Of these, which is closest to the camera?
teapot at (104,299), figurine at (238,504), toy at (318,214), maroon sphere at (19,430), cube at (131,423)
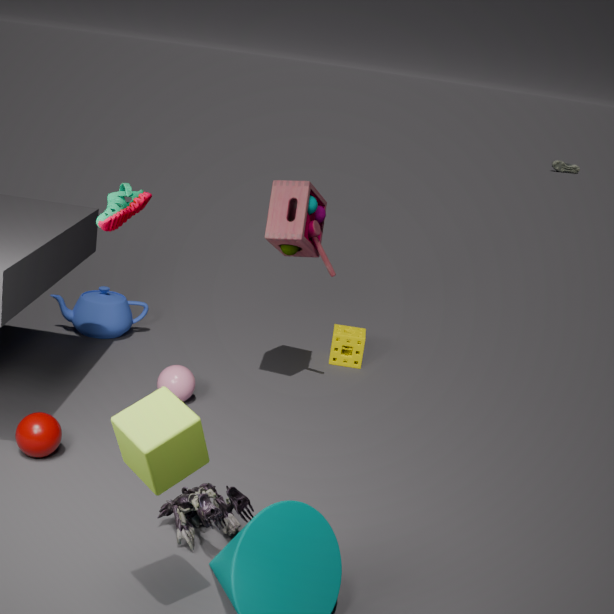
cube at (131,423)
